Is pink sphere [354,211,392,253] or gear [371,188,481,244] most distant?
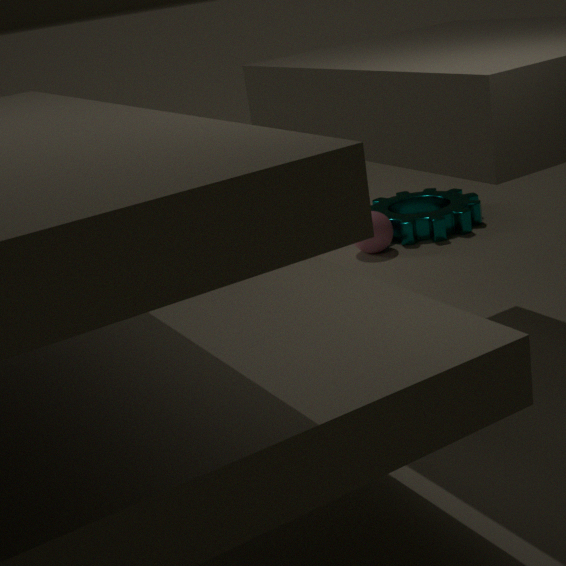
gear [371,188,481,244]
